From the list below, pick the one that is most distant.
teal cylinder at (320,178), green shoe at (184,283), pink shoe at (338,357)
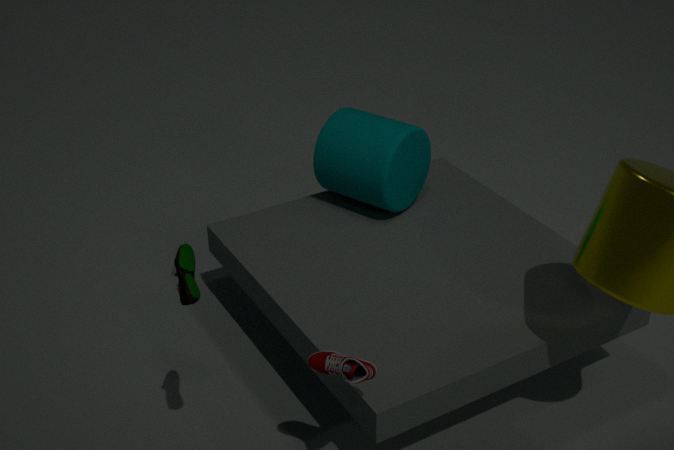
teal cylinder at (320,178)
